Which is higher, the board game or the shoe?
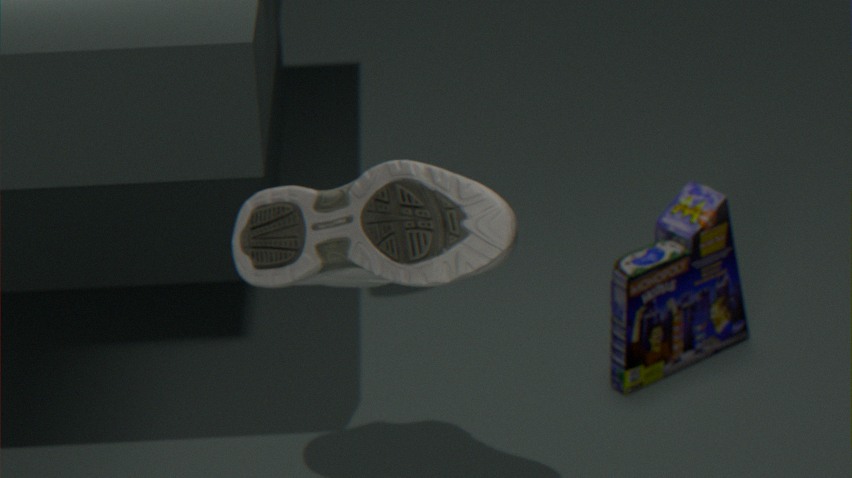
the shoe
